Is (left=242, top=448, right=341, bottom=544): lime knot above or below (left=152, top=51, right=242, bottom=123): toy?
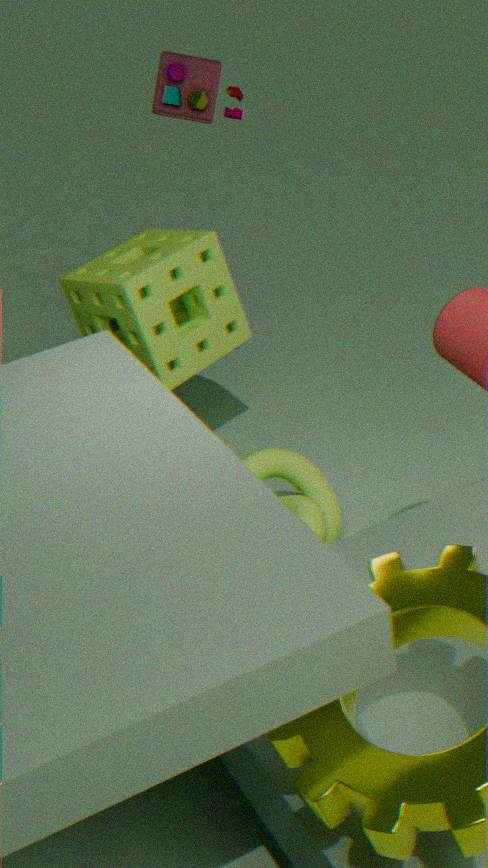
below
